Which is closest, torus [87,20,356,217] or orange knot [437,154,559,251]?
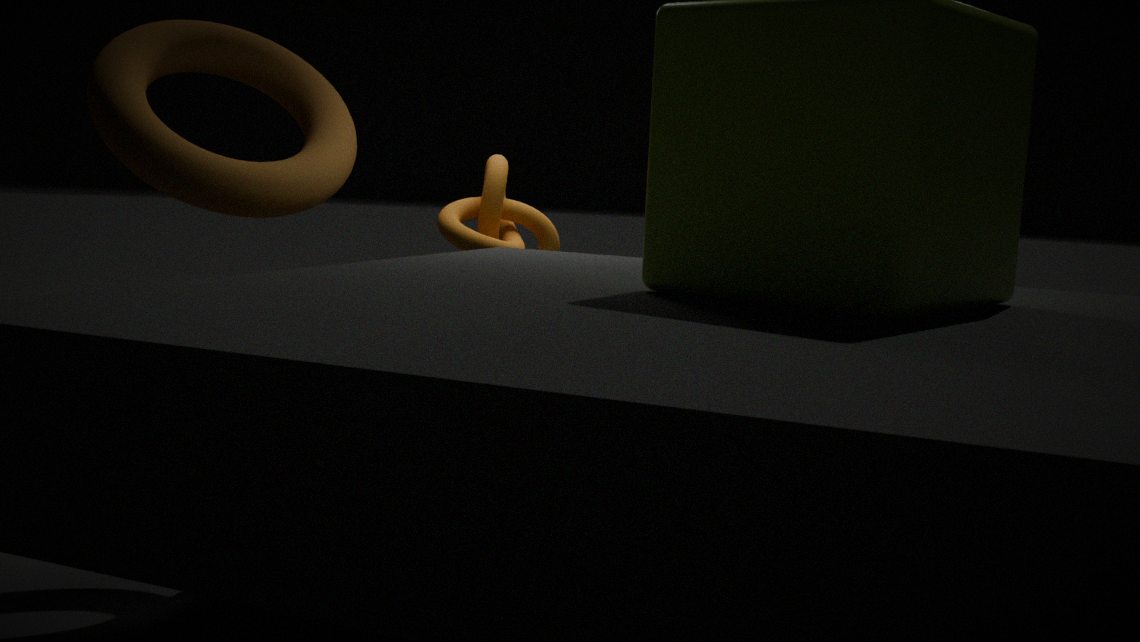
orange knot [437,154,559,251]
